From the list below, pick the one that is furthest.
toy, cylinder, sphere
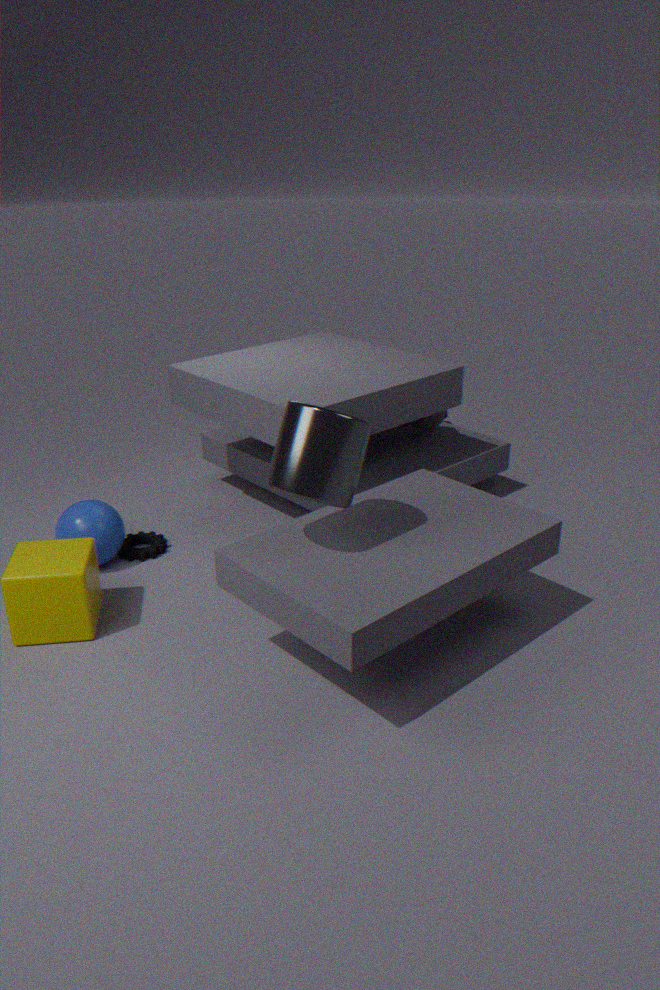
toy
